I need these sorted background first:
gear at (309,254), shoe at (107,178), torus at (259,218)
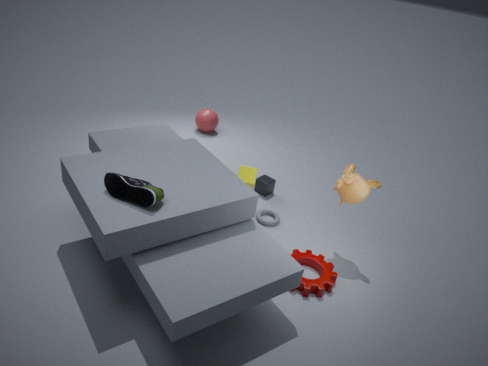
torus at (259,218) < gear at (309,254) < shoe at (107,178)
